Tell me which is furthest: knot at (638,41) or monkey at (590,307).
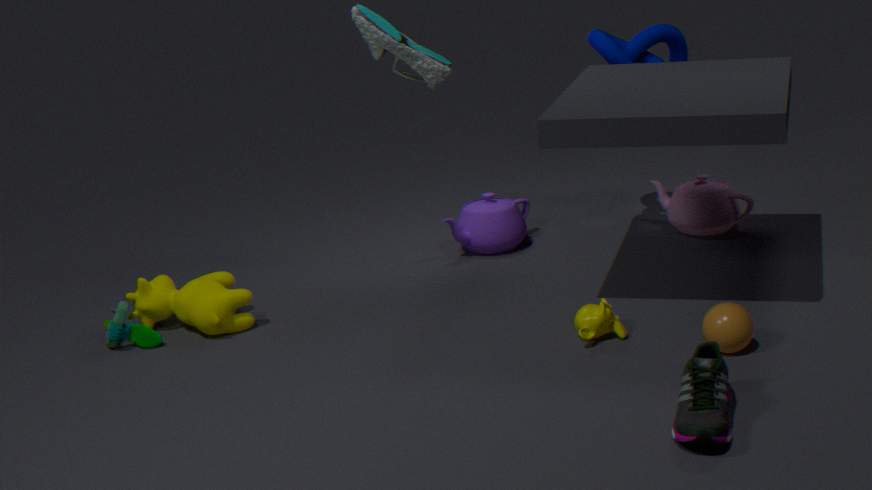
knot at (638,41)
